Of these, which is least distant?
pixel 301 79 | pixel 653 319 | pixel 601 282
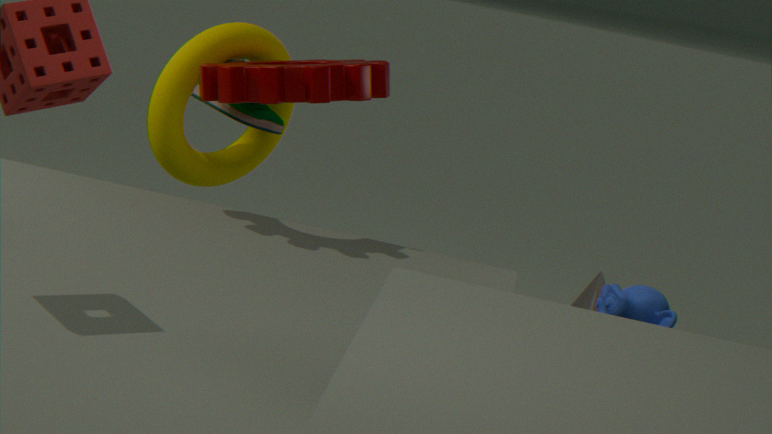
pixel 653 319
